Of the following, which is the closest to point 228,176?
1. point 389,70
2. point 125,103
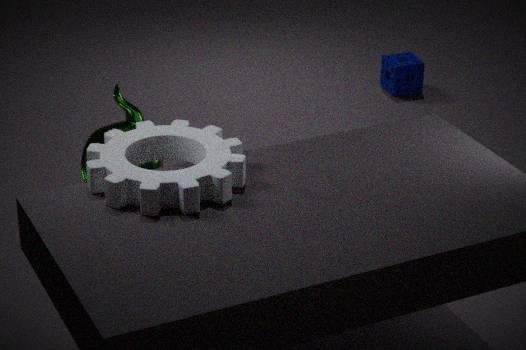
point 125,103
